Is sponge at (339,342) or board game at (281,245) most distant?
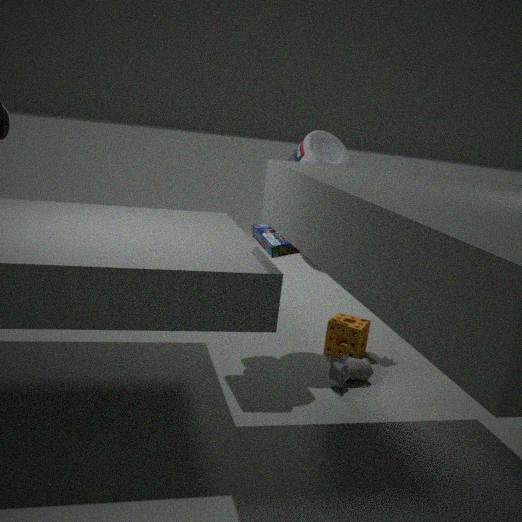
sponge at (339,342)
